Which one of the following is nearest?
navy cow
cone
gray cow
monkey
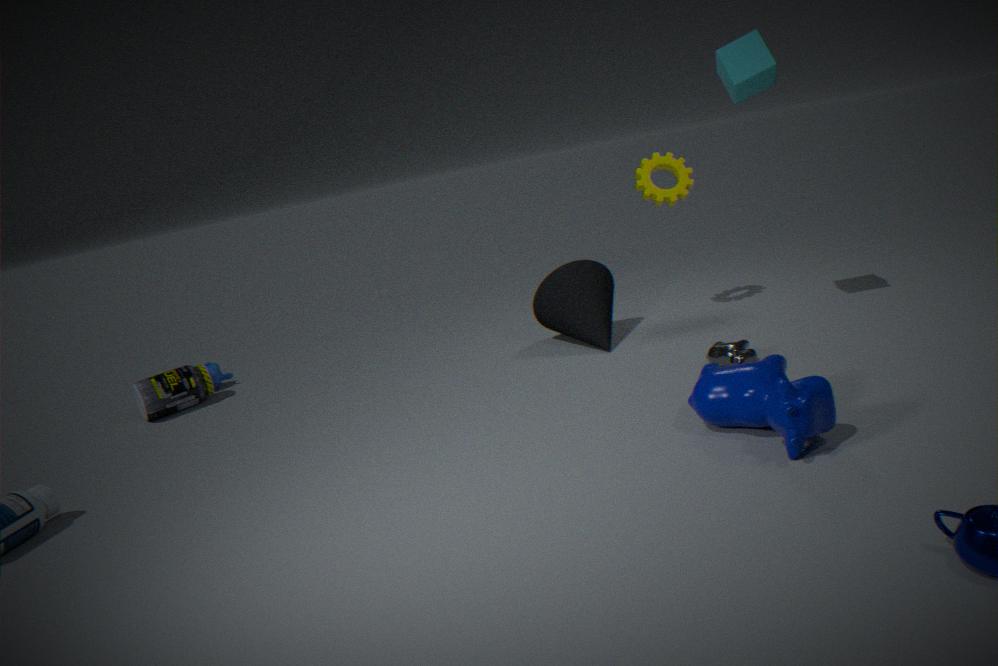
navy cow
